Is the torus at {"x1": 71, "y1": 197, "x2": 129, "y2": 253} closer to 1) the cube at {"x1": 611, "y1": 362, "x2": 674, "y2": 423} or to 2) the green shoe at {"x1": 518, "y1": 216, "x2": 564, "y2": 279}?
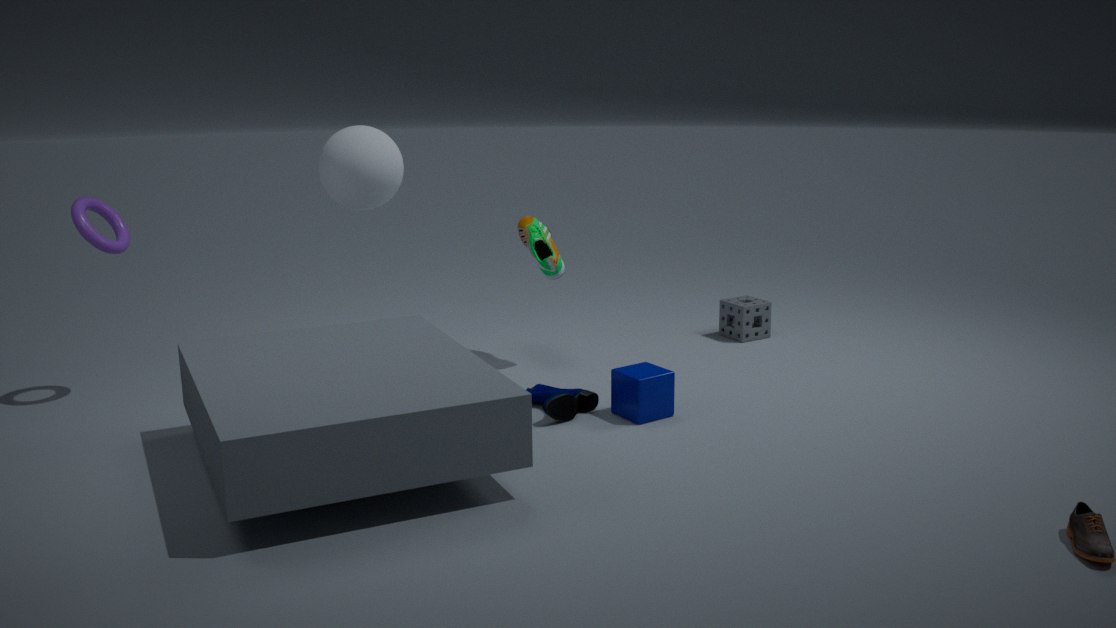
2) the green shoe at {"x1": 518, "y1": 216, "x2": 564, "y2": 279}
